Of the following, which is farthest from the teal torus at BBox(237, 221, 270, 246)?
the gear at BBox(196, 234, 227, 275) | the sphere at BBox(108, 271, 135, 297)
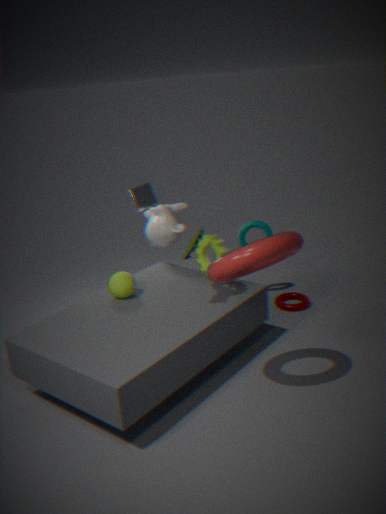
the sphere at BBox(108, 271, 135, 297)
